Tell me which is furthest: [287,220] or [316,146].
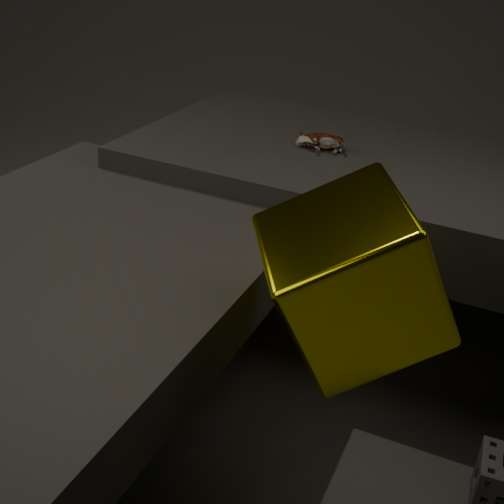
Answer: [316,146]
